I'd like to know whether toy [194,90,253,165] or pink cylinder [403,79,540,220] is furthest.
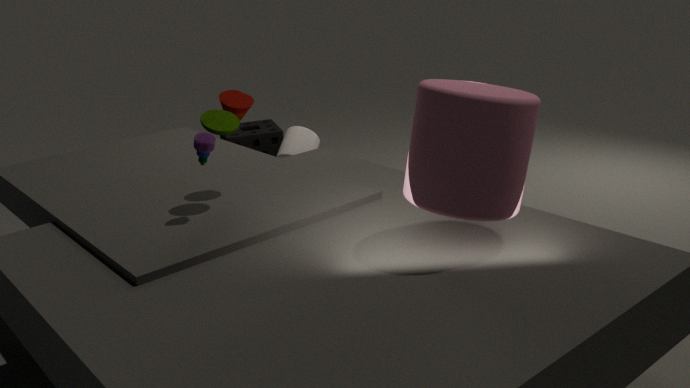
toy [194,90,253,165]
